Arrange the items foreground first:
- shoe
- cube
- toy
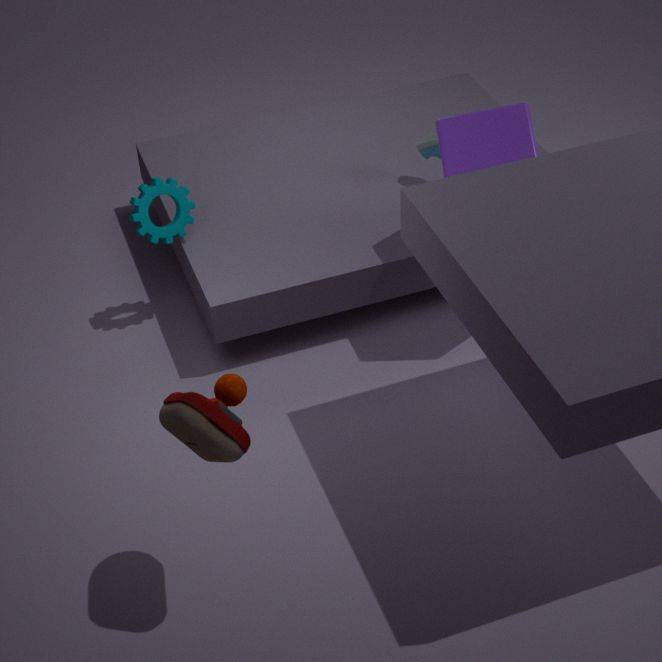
toy, cube, shoe
